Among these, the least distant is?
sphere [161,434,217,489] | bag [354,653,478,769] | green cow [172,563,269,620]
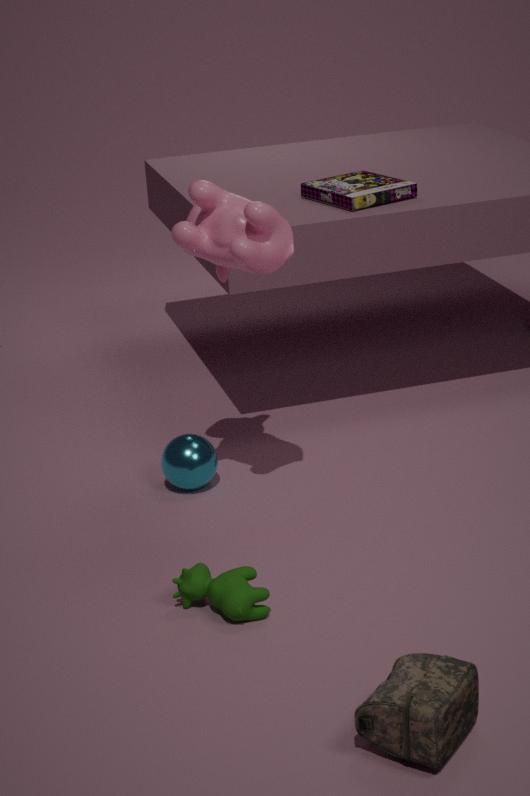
bag [354,653,478,769]
